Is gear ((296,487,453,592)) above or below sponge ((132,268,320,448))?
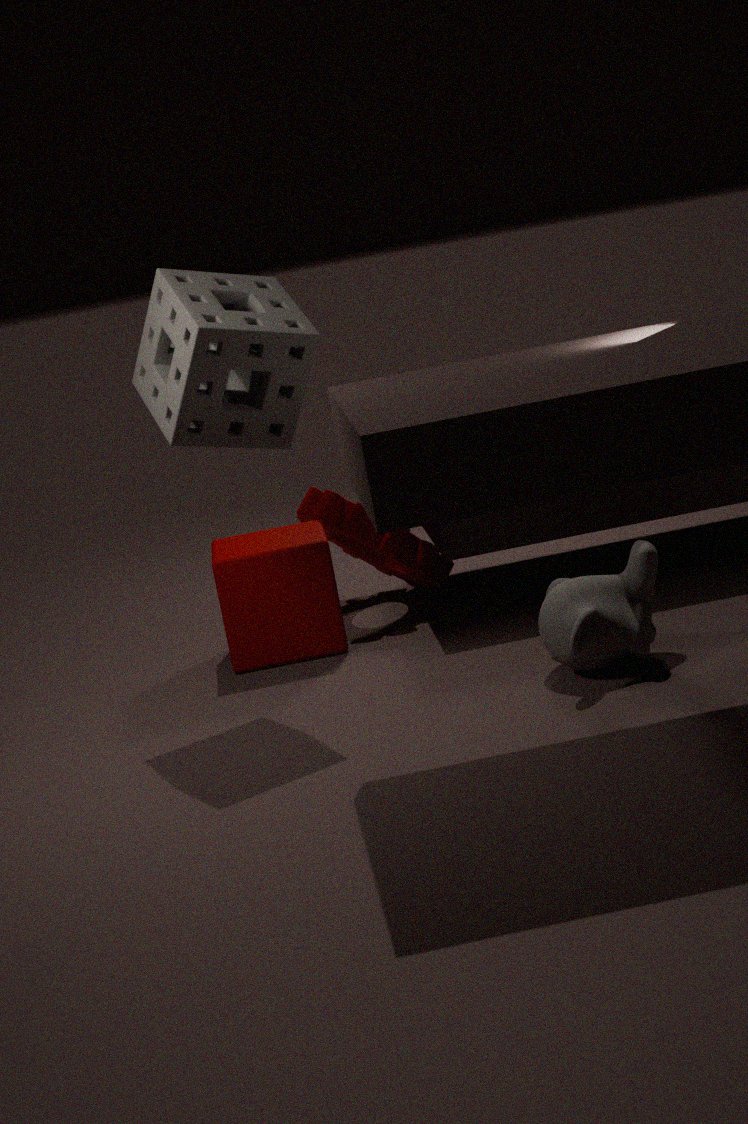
below
